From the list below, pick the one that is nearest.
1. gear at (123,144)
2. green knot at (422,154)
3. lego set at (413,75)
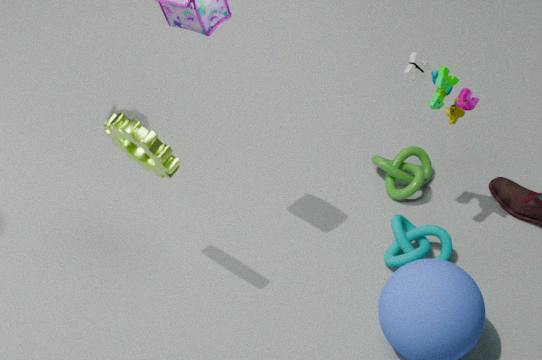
gear at (123,144)
